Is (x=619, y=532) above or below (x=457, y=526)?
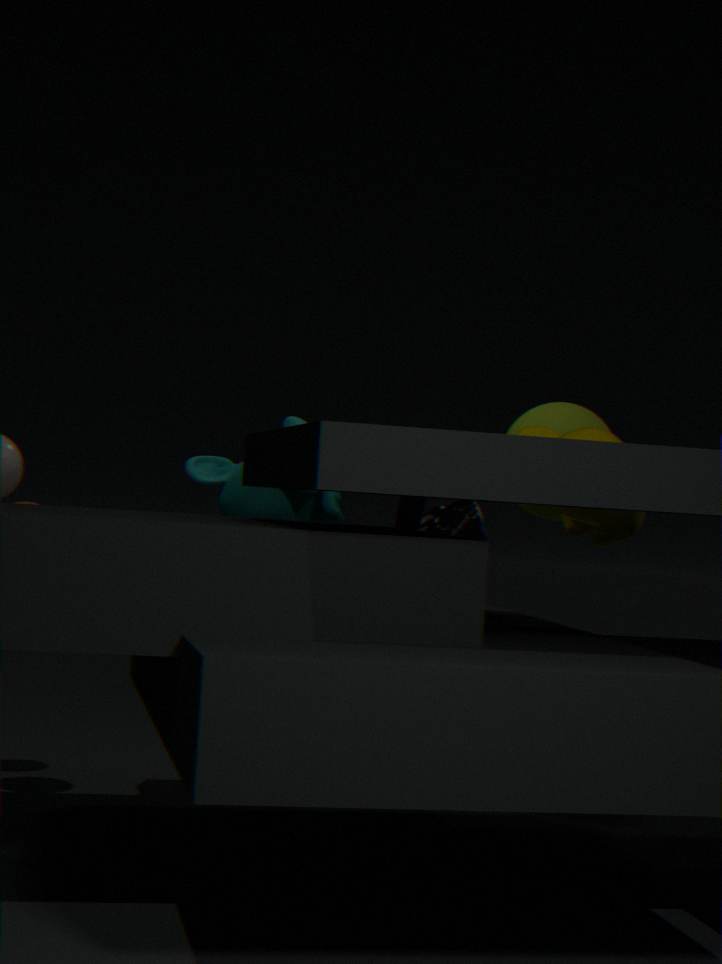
above
